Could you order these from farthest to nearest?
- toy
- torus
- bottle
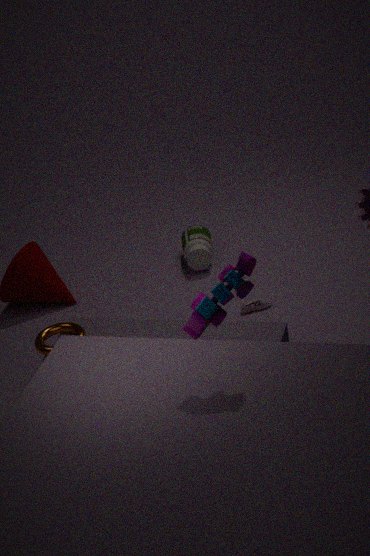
bottle
torus
toy
